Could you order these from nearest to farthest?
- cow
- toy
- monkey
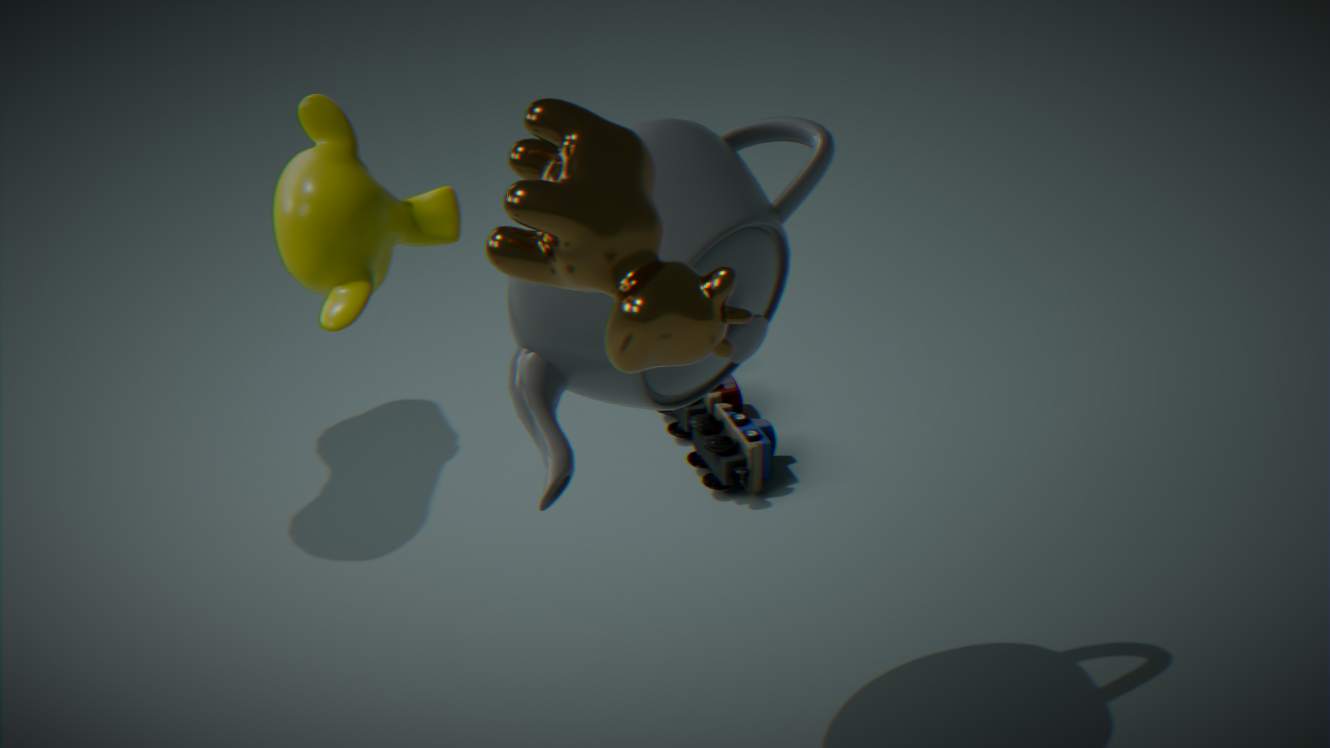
cow → monkey → toy
